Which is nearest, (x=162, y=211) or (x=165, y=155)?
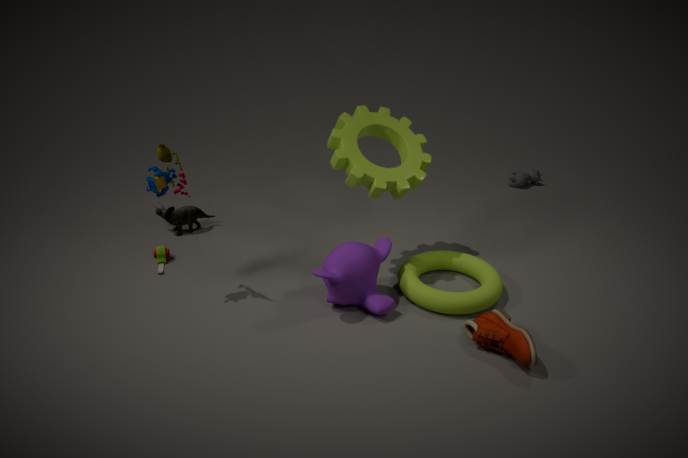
(x=165, y=155)
